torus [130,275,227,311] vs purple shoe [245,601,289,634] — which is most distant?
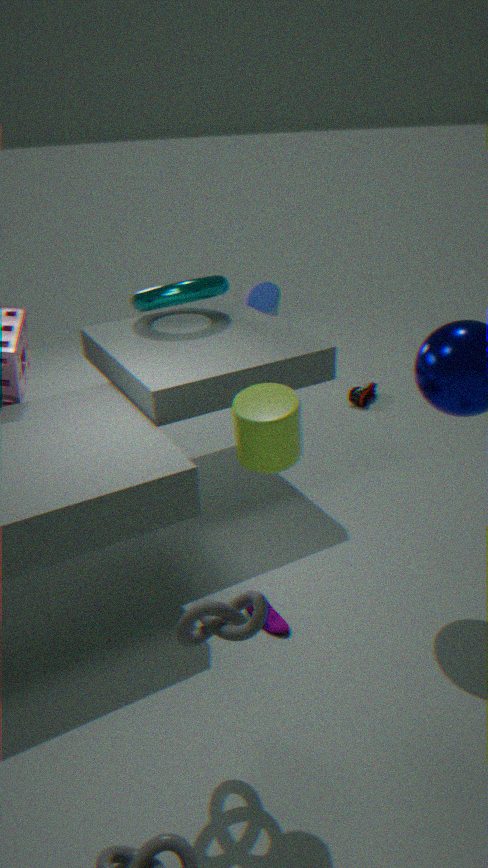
torus [130,275,227,311]
